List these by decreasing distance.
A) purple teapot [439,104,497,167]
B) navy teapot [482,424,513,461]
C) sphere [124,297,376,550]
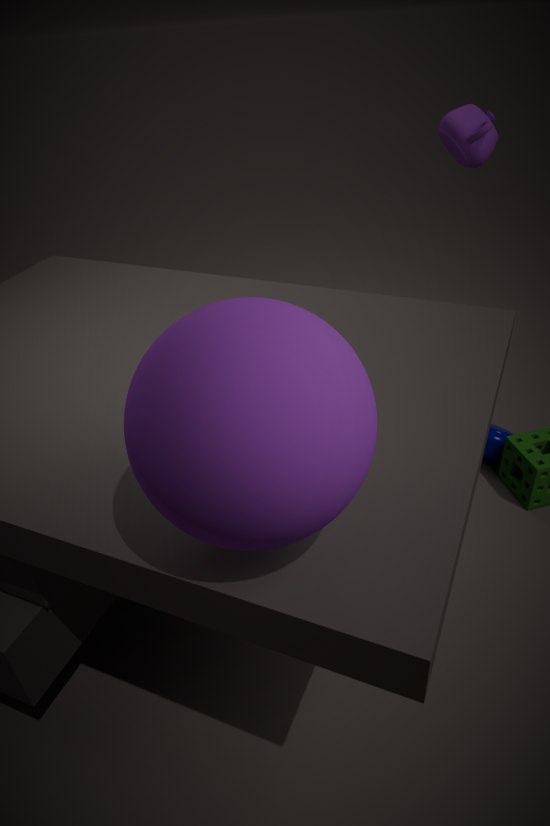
navy teapot [482,424,513,461] < purple teapot [439,104,497,167] < sphere [124,297,376,550]
